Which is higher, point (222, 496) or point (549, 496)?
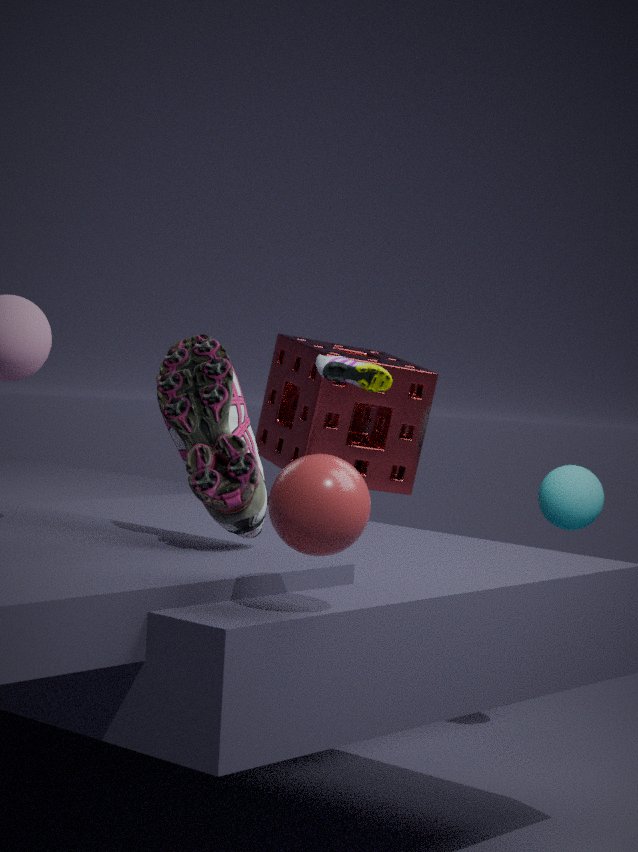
point (222, 496)
